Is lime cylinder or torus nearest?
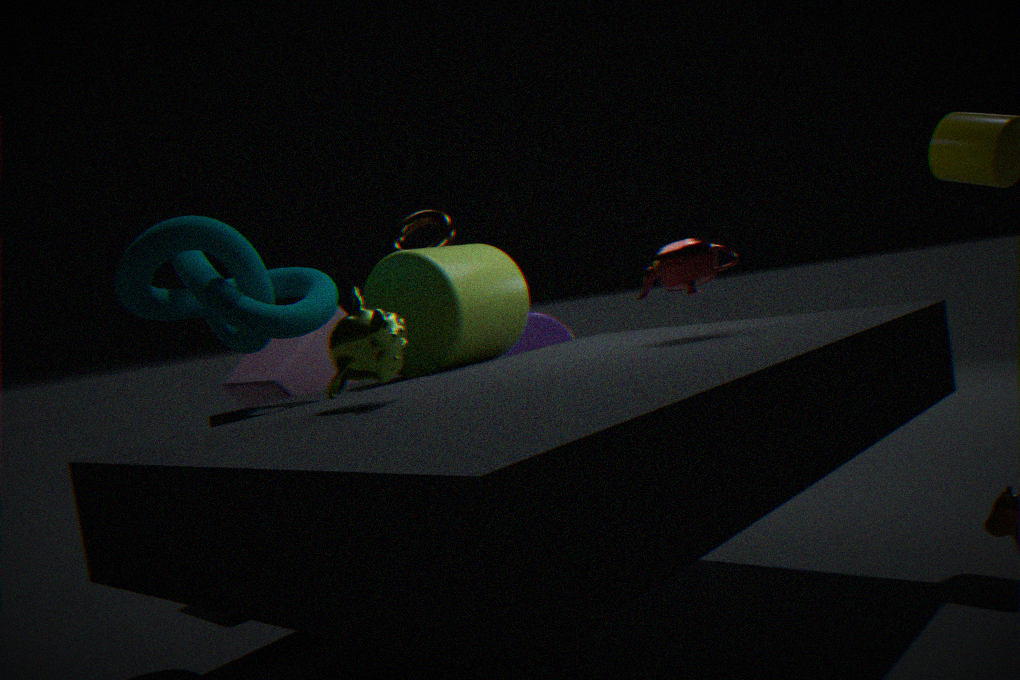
lime cylinder
